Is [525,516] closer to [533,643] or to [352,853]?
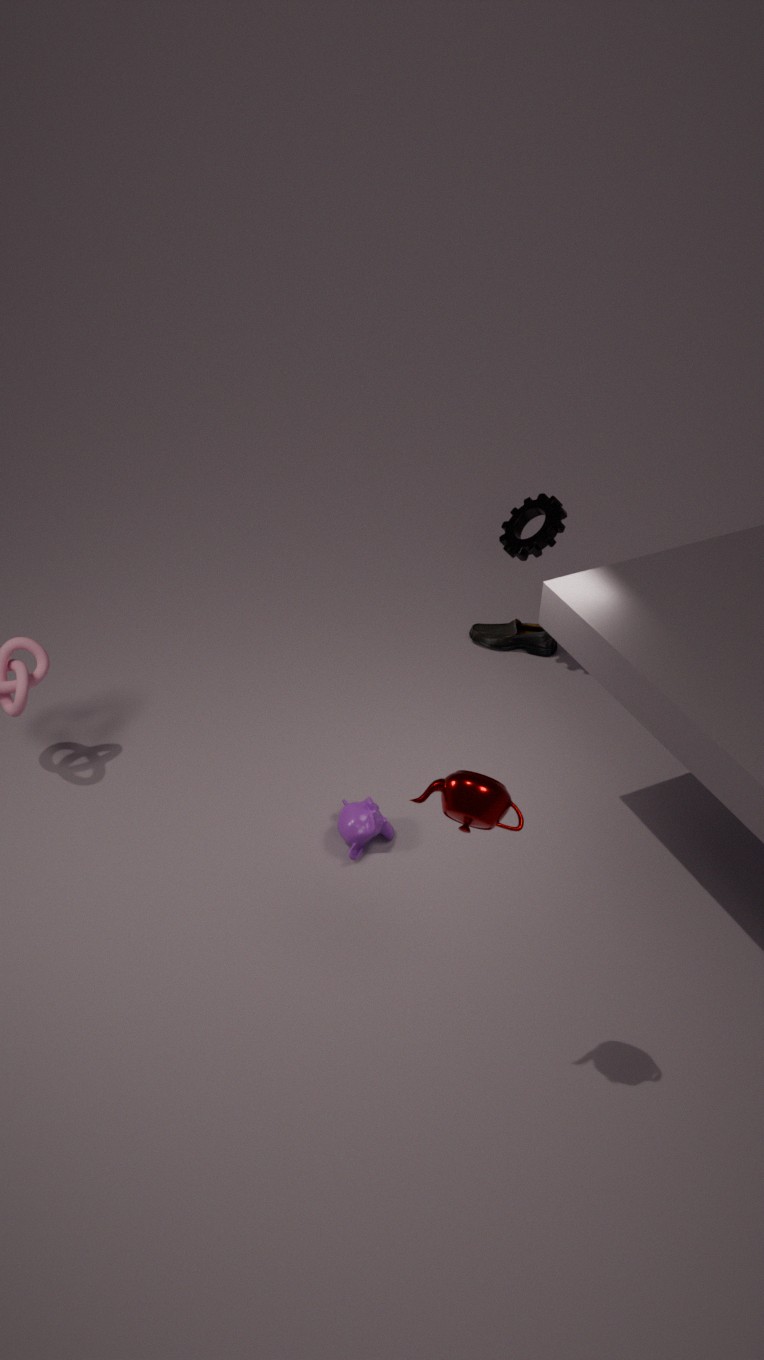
[533,643]
